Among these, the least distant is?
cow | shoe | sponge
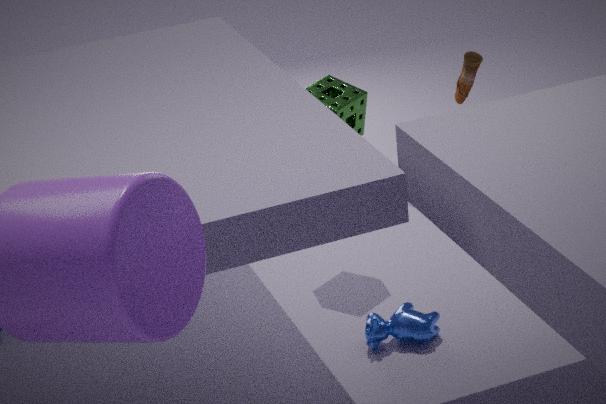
cow
